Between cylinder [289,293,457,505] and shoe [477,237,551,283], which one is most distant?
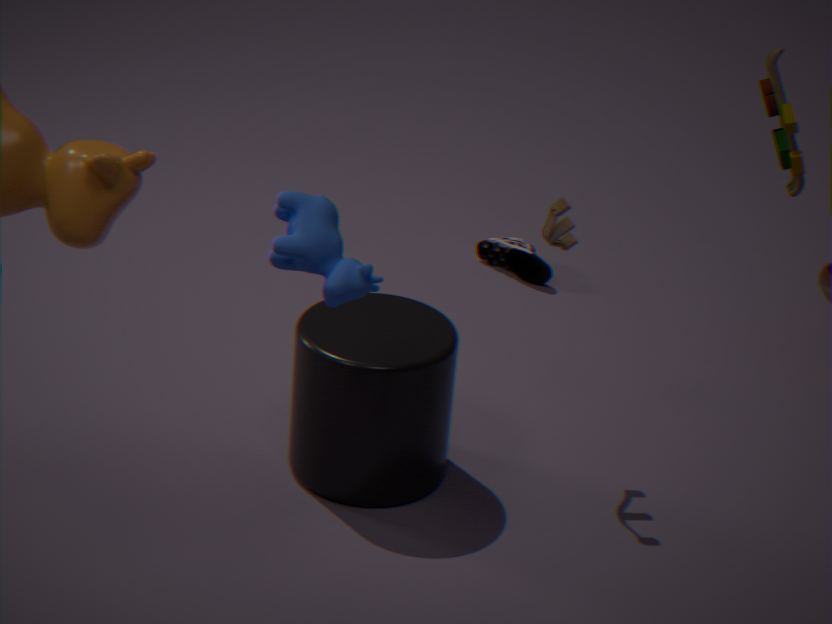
shoe [477,237,551,283]
